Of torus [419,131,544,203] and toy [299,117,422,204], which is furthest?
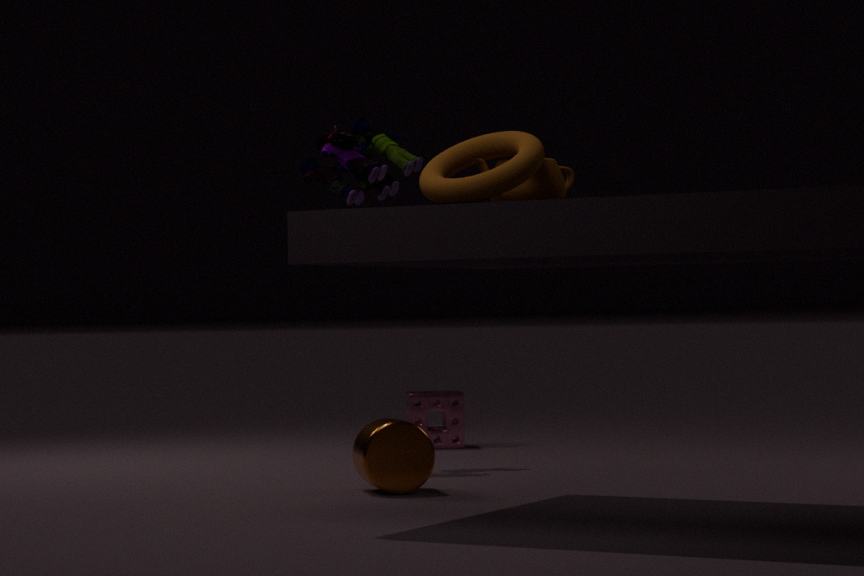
toy [299,117,422,204]
